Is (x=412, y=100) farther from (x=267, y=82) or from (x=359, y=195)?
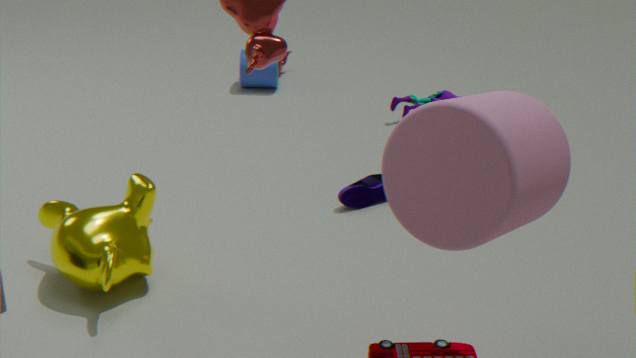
(x=359, y=195)
